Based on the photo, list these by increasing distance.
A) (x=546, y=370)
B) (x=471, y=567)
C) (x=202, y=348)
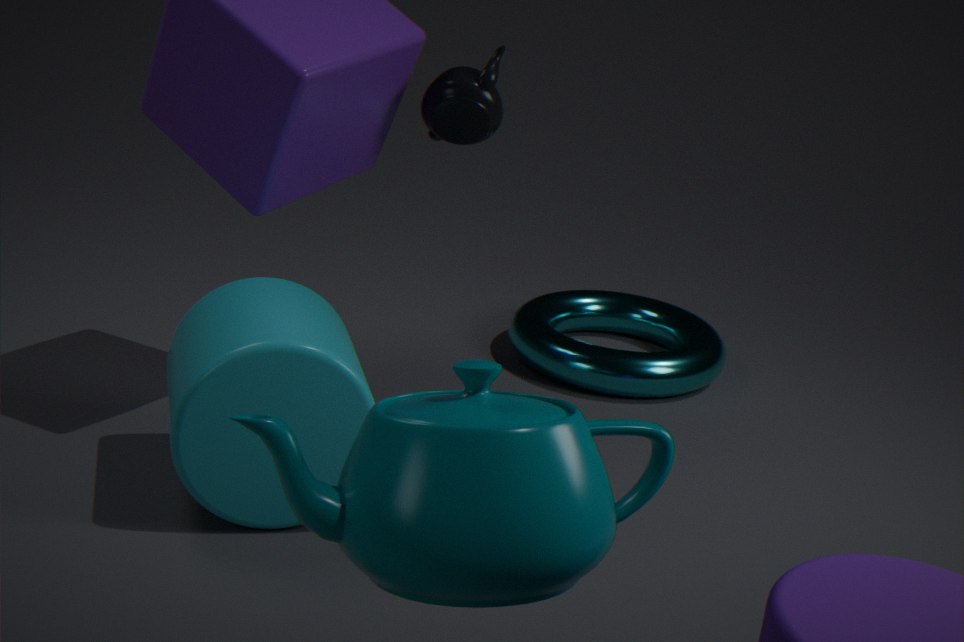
(x=471, y=567)
(x=202, y=348)
(x=546, y=370)
